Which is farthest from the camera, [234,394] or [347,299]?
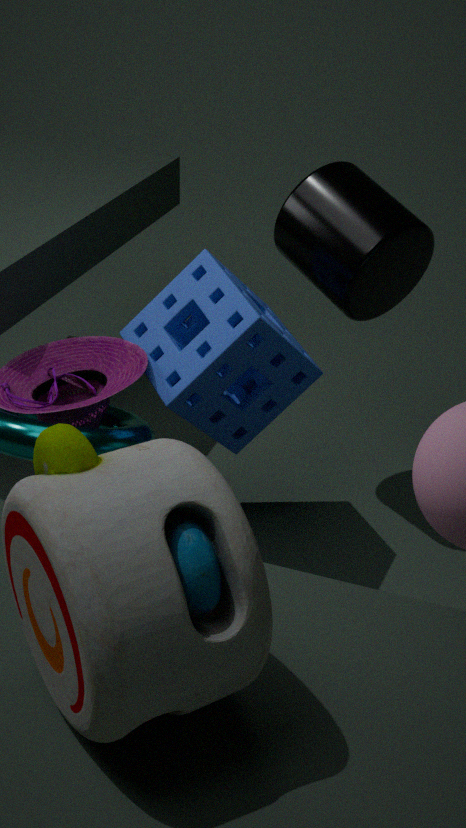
[234,394]
